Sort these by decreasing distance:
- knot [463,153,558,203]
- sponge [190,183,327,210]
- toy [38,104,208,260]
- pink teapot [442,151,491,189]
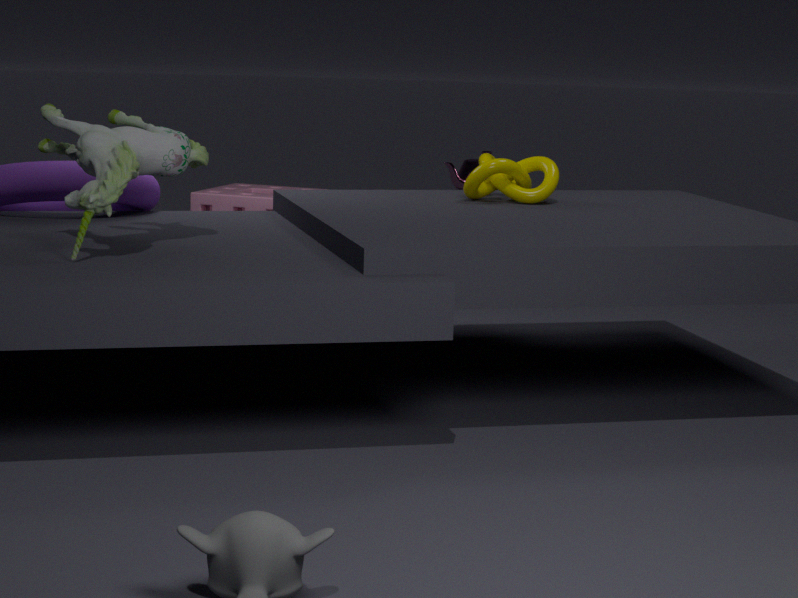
pink teapot [442,151,491,189] → sponge [190,183,327,210] → knot [463,153,558,203] → toy [38,104,208,260]
